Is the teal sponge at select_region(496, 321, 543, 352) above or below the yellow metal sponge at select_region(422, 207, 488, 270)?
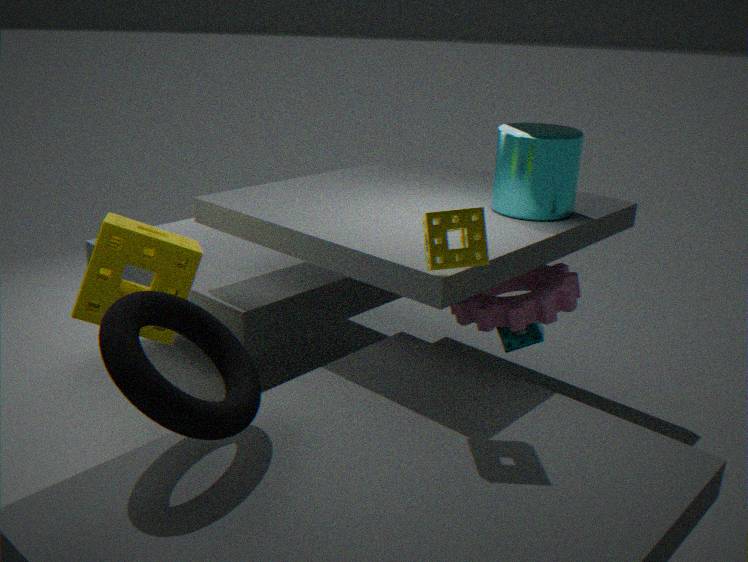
below
